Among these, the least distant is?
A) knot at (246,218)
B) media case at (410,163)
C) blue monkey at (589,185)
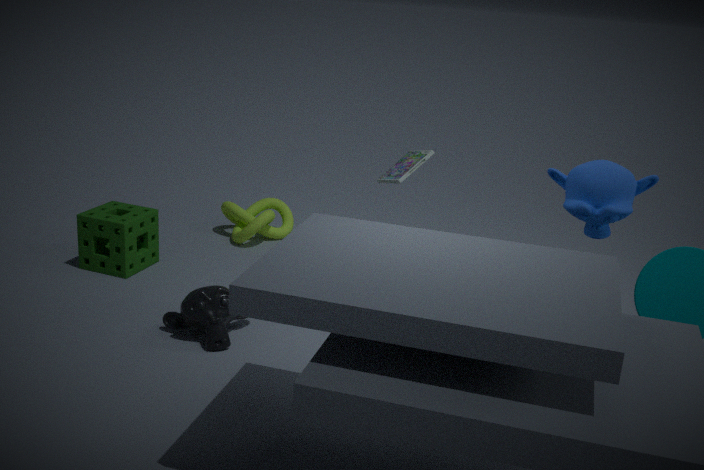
blue monkey at (589,185)
